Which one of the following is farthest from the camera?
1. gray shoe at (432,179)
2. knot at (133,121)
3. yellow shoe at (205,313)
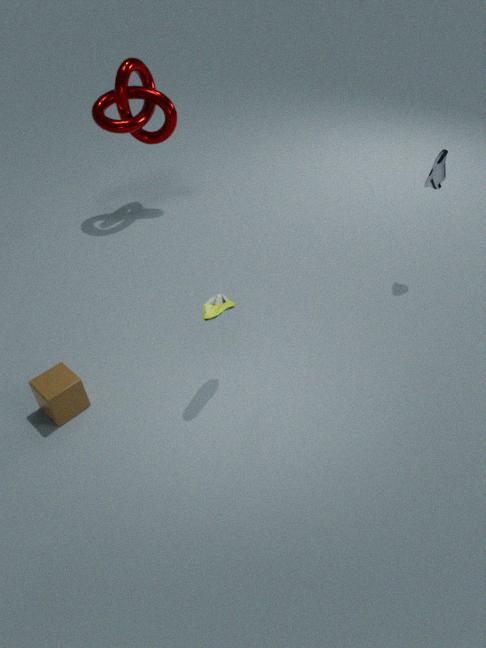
knot at (133,121)
